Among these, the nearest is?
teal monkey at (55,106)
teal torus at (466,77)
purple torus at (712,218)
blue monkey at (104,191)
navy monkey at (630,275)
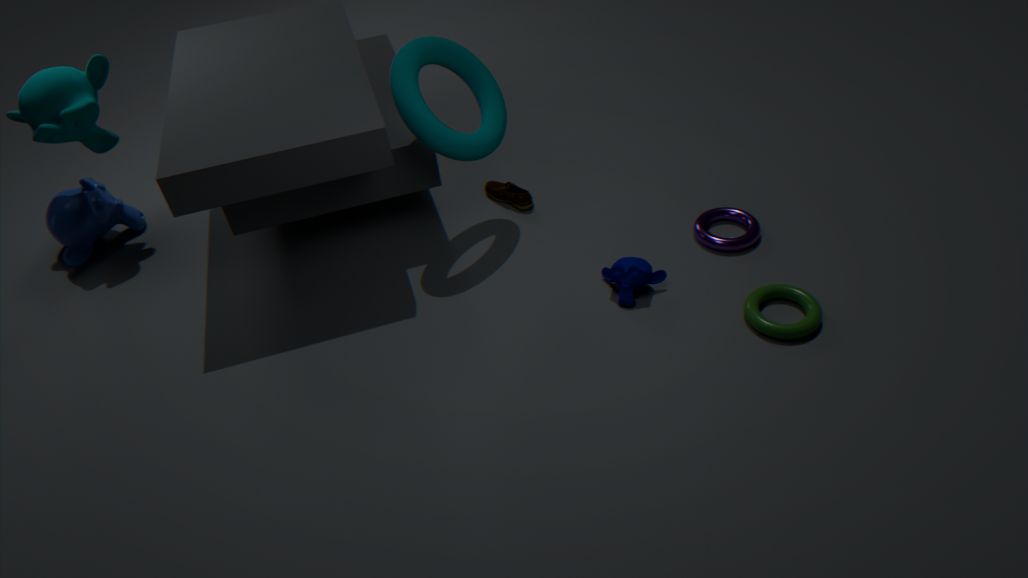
navy monkey at (630,275)
